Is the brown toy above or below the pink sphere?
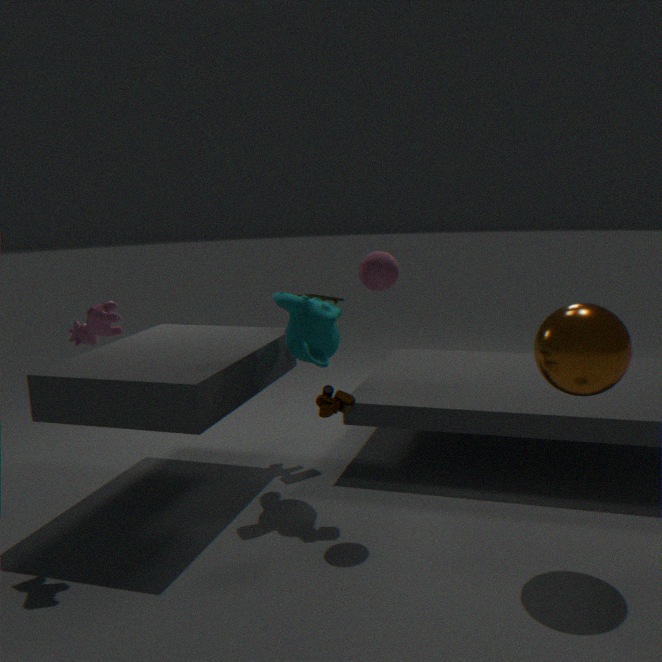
below
